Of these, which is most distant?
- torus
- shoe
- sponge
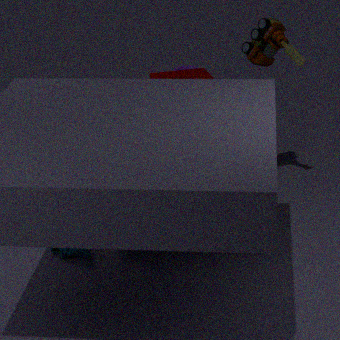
torus
